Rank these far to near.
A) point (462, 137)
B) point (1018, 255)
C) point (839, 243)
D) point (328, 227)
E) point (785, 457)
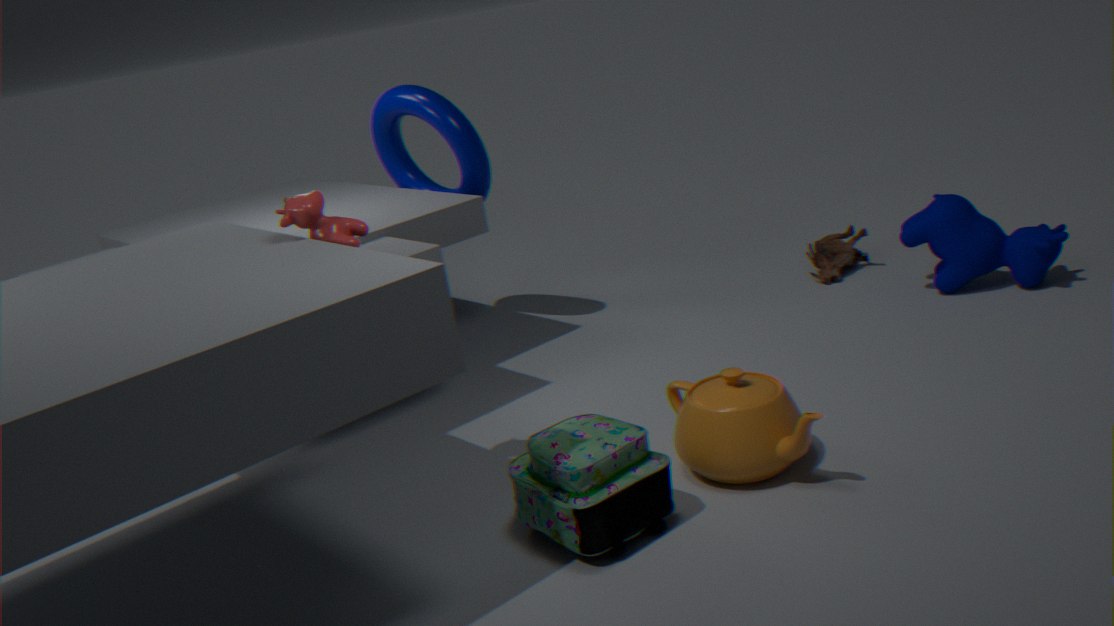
1. point (839, 243)
2. point (462, 137)
3. point (1018, 255)
4. point (328, 227)
5. point (785, 457)
